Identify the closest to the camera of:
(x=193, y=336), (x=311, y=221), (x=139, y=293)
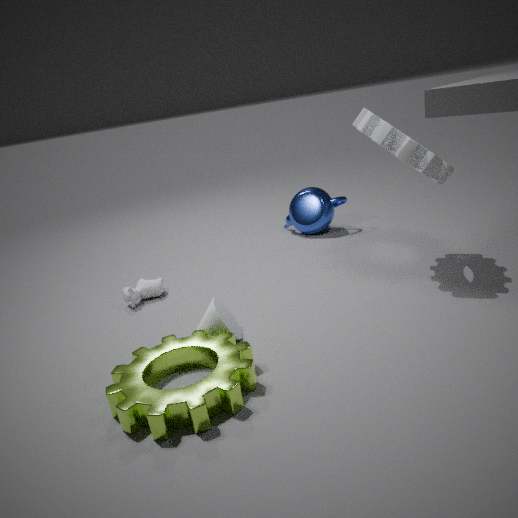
(x=193, y=336)
